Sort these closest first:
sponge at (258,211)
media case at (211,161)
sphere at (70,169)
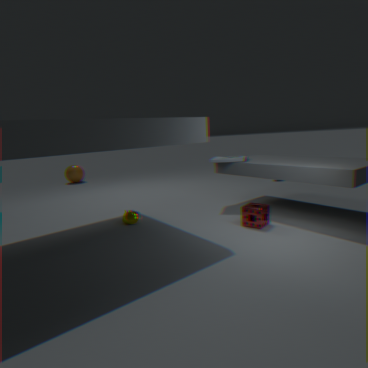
sponge at (258,211)
media case at (211,161)
sphere at (70,169)
